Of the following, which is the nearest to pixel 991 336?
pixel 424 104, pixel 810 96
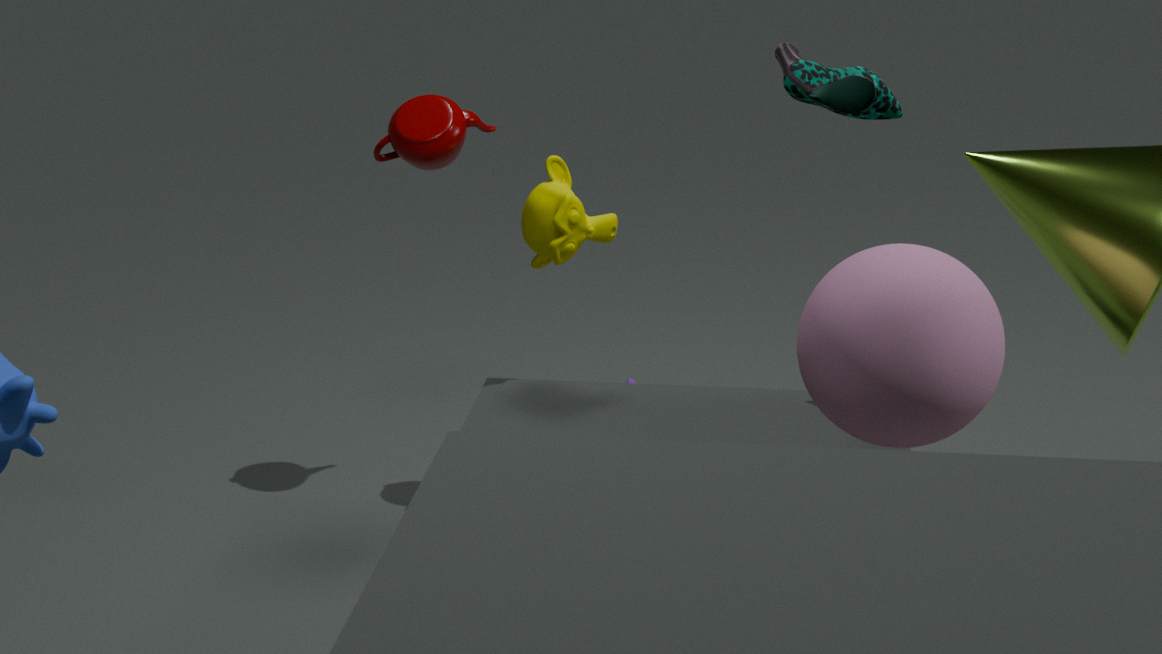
pixel 810 96
